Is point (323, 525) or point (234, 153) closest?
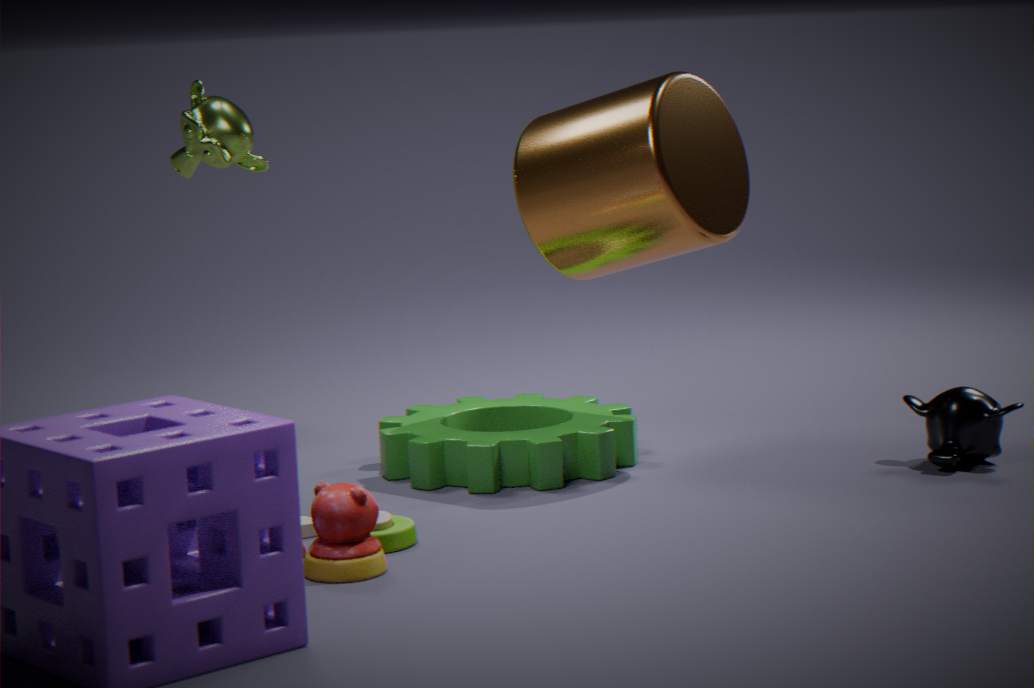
point (323, 525)
